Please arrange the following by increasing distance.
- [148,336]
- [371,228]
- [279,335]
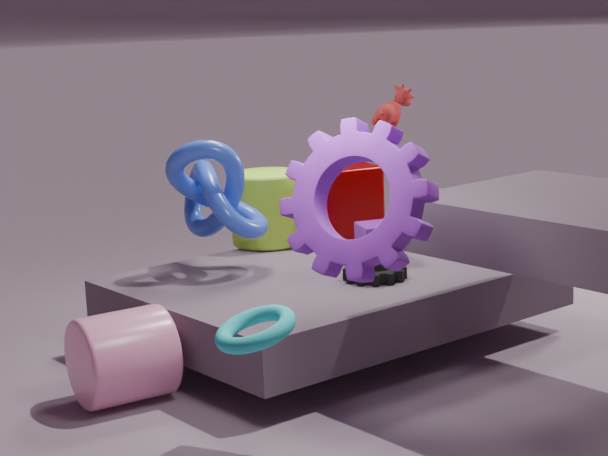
[279,335]
[148,336]
[371,228]
